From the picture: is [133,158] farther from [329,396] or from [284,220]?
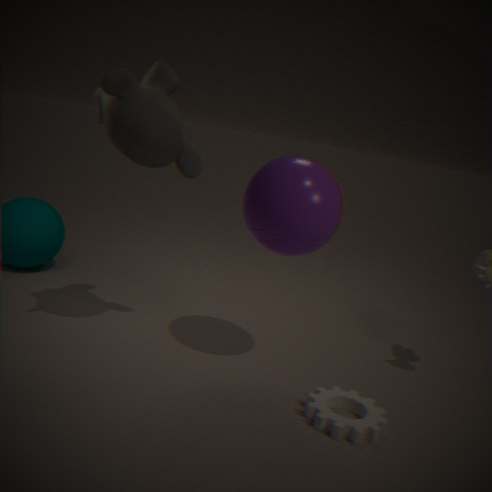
[329,396]
